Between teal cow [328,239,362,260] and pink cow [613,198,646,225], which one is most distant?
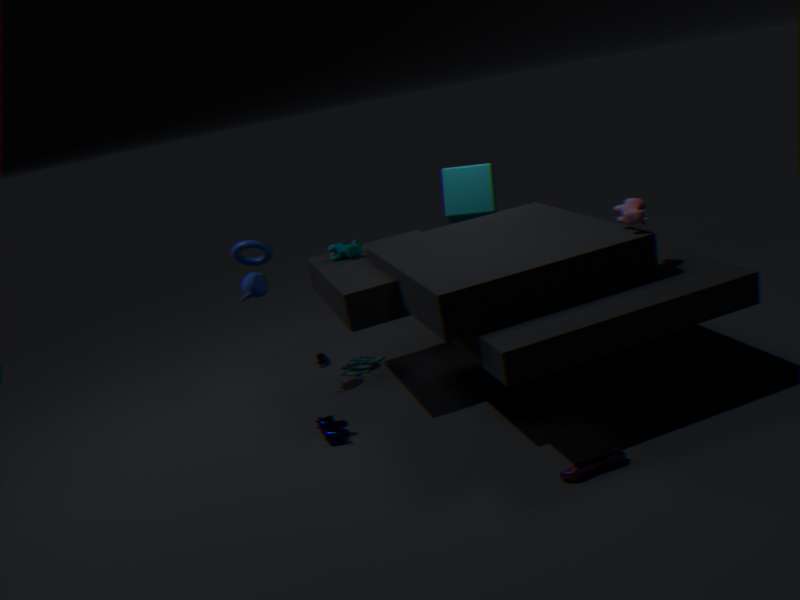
teal cow [328,239,362,260]
